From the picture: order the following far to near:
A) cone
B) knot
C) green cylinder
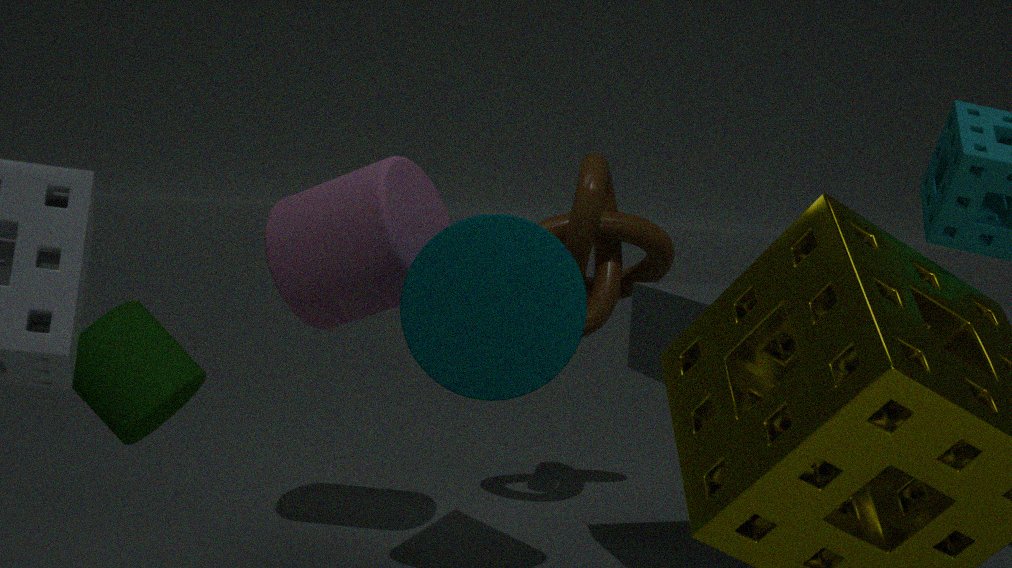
knot → cone → green cylinder
